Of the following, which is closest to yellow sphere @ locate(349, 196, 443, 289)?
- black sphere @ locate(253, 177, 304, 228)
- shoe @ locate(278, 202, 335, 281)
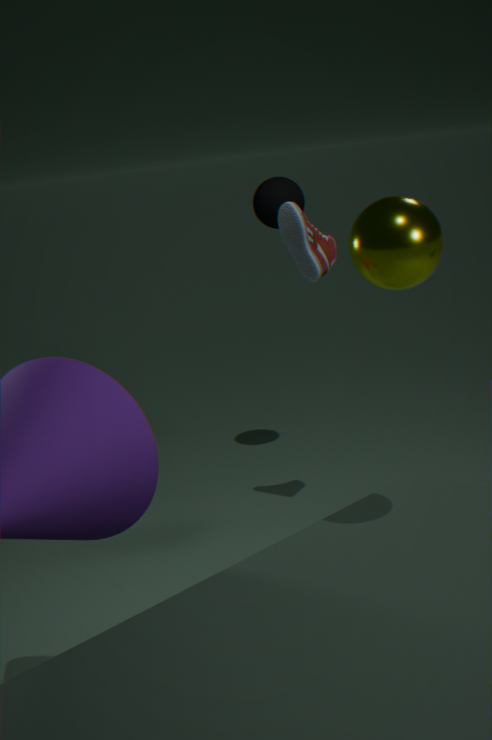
shoe @ locate(278, 202, 335, 281)
